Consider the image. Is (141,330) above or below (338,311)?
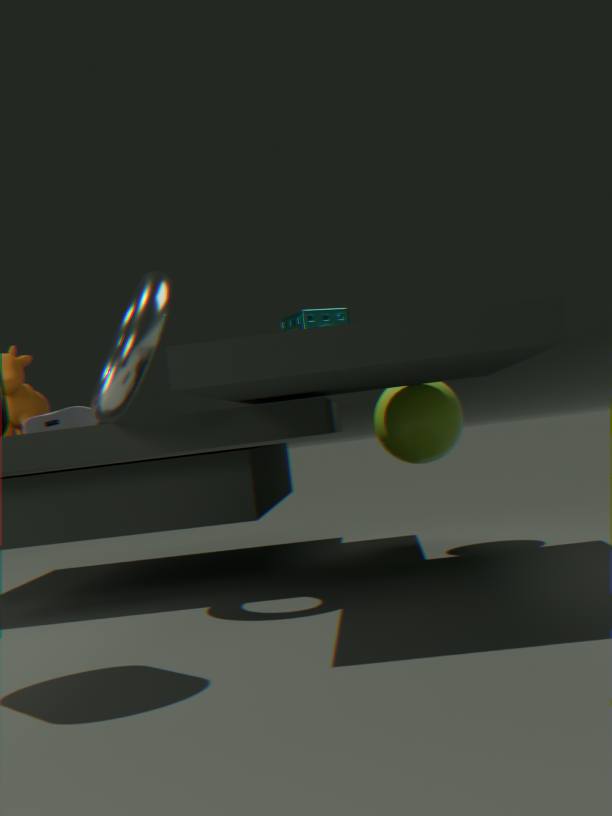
above
